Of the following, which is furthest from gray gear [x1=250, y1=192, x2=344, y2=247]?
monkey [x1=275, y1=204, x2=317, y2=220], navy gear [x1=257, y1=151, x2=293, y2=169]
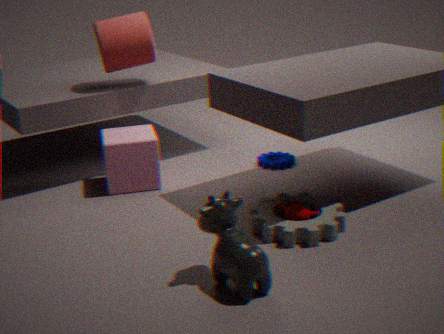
navy gear [x1=257, y1=151, x2=293, y2=169]
